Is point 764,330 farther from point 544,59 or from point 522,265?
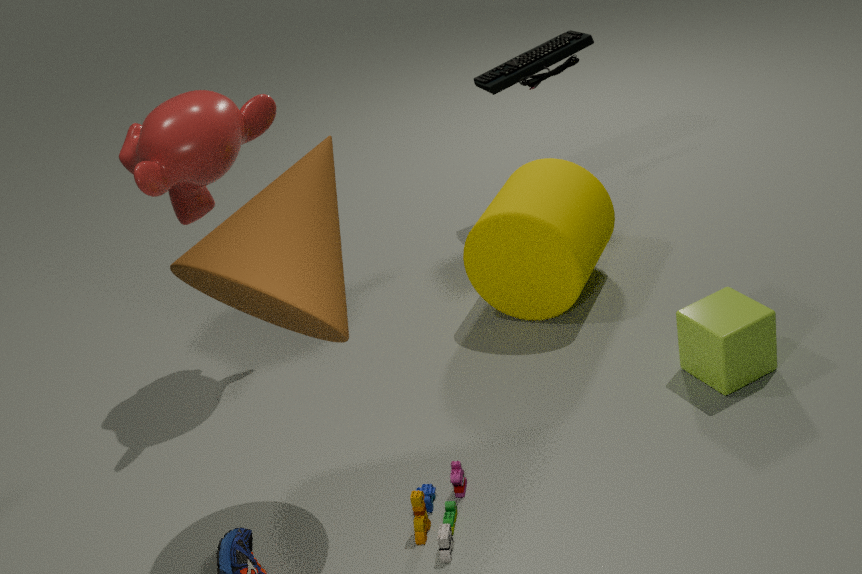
point 544,59
